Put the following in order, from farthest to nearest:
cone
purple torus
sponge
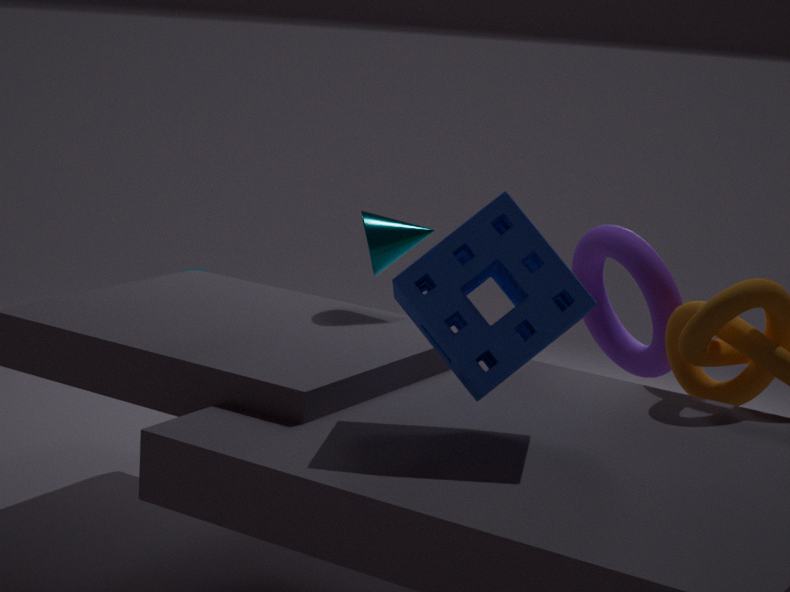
purple torus
cone
sponge
